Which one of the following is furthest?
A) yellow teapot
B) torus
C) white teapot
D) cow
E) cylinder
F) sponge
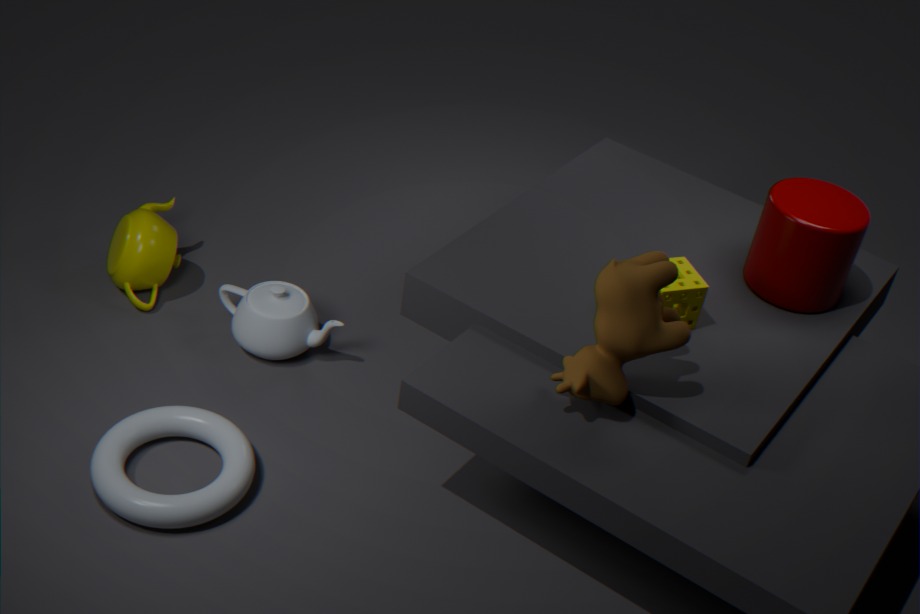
yellow teapot
